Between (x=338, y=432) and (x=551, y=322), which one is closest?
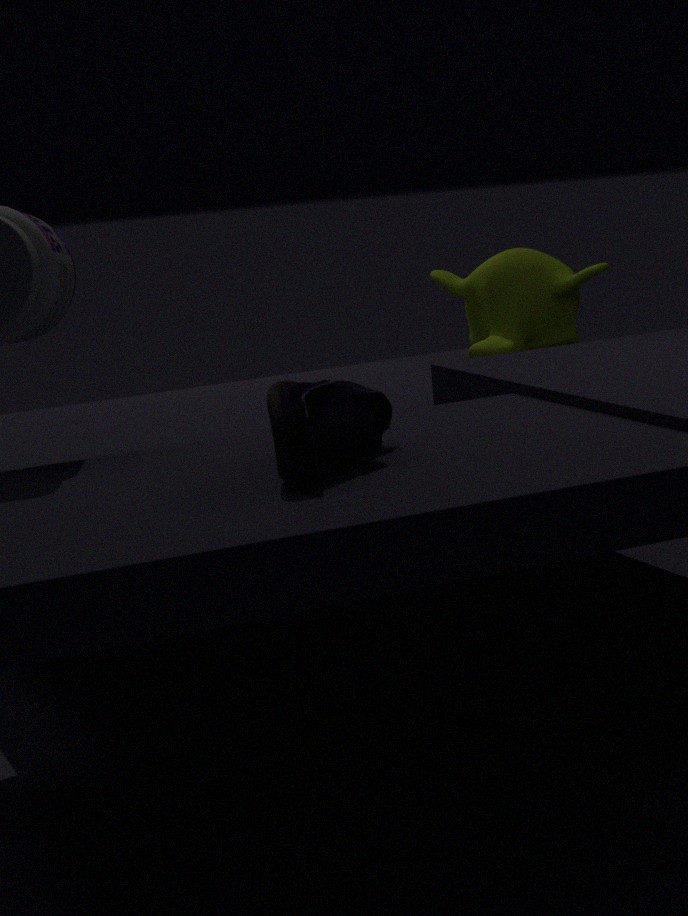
(x=338, y=432)
